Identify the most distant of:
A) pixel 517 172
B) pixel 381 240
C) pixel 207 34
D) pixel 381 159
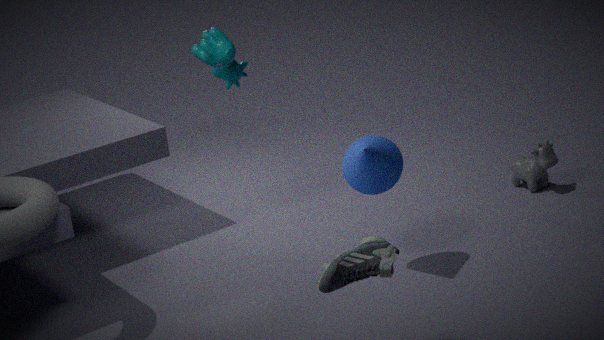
pixel 517 172
